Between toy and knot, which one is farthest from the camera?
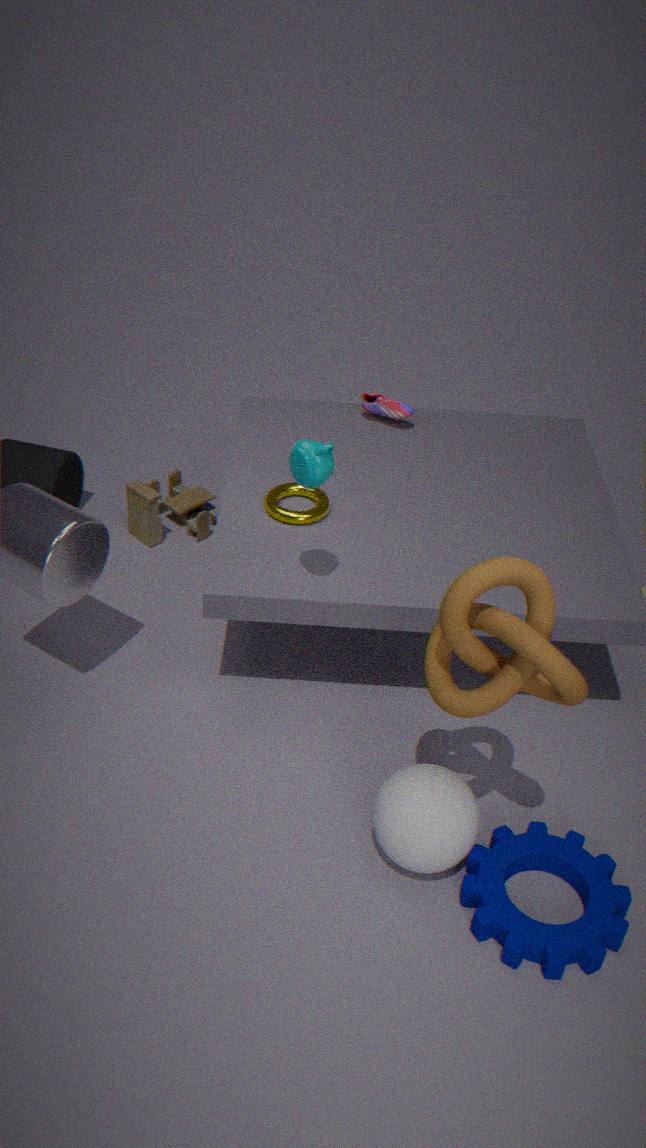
toy
